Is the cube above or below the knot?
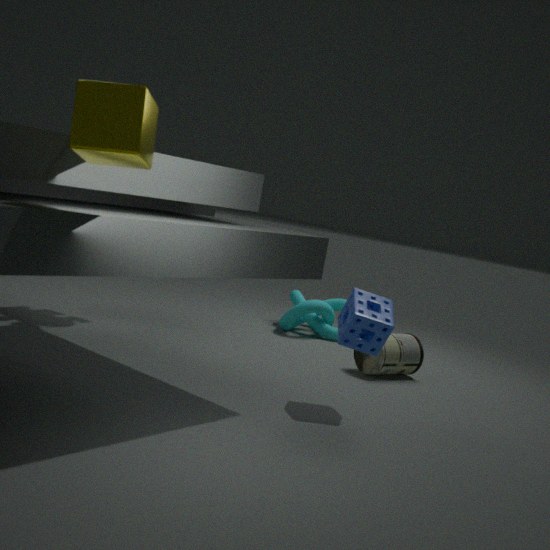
above
